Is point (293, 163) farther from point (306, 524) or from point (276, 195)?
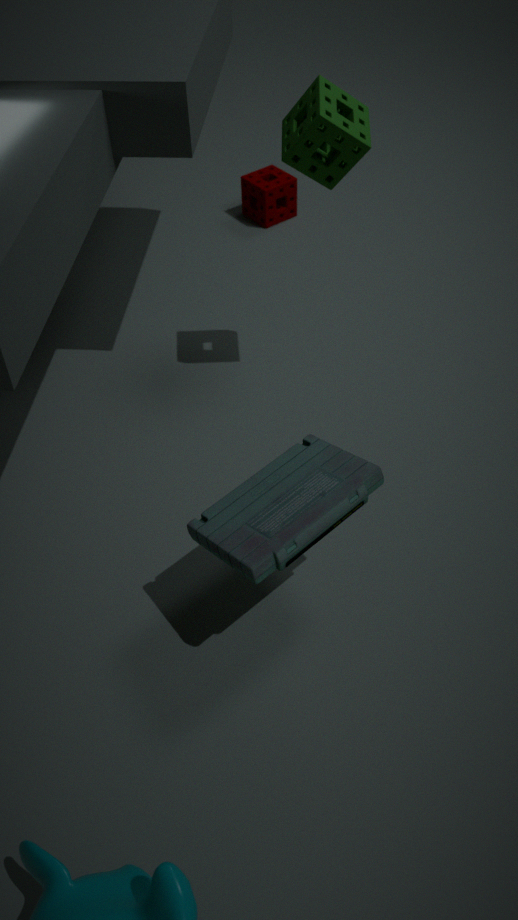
point (276, 195)
